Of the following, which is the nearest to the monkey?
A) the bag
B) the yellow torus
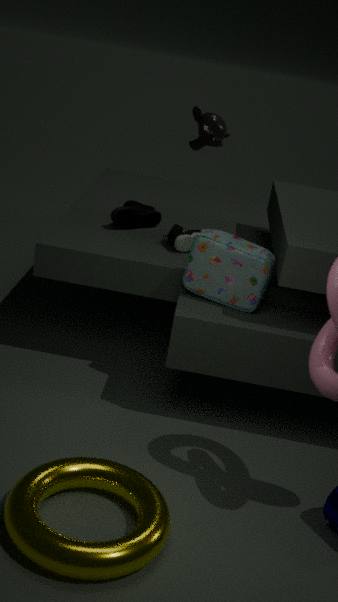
the bag
